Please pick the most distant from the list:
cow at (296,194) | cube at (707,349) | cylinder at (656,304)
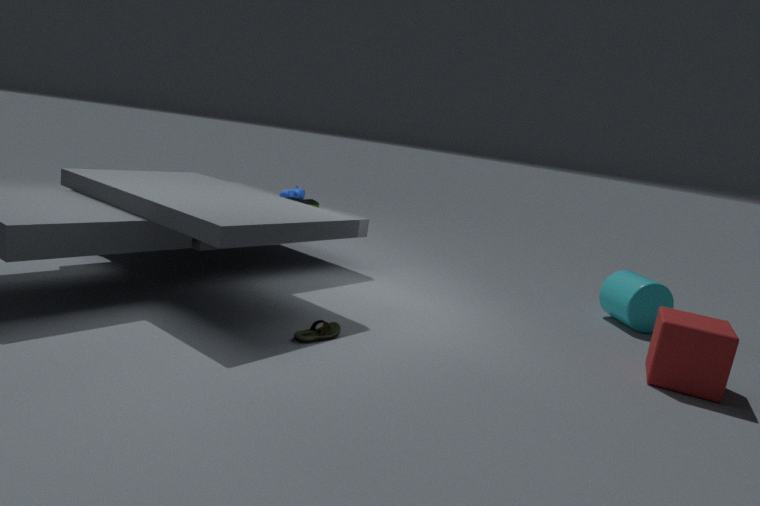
cow at (296,194)
